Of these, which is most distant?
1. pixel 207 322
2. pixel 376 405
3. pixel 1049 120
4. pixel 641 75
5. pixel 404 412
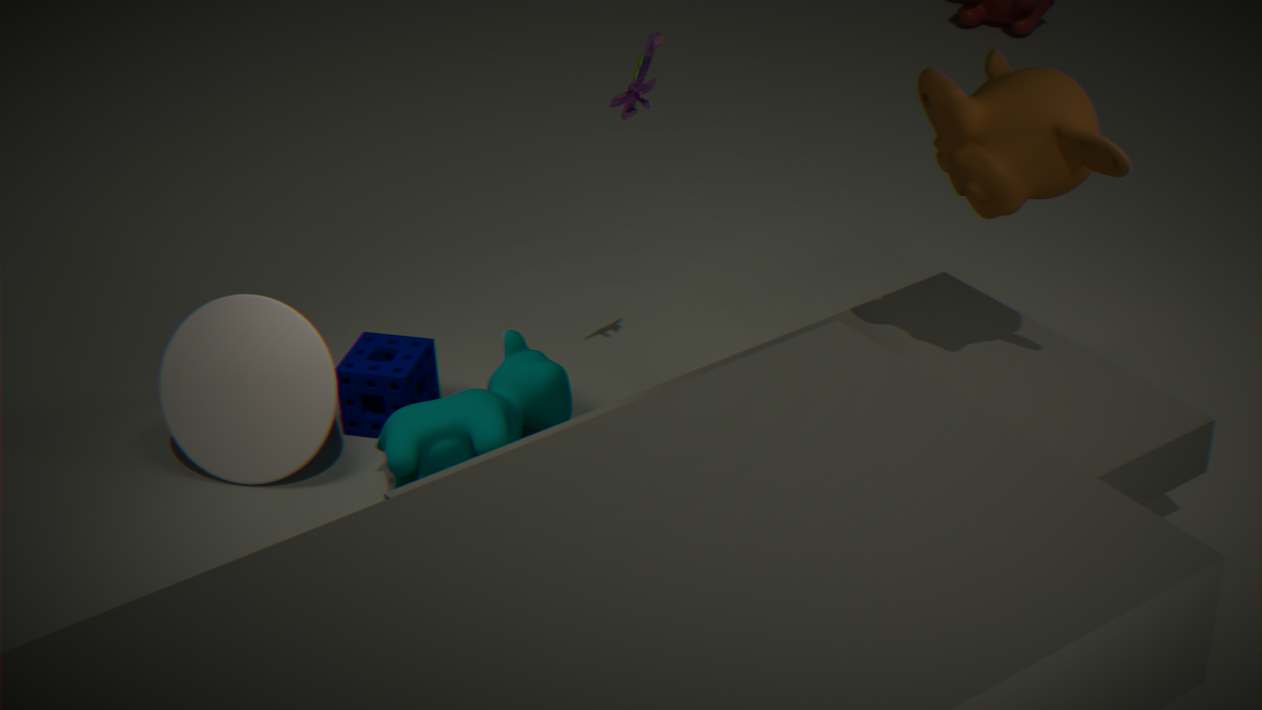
pixel 376 405
